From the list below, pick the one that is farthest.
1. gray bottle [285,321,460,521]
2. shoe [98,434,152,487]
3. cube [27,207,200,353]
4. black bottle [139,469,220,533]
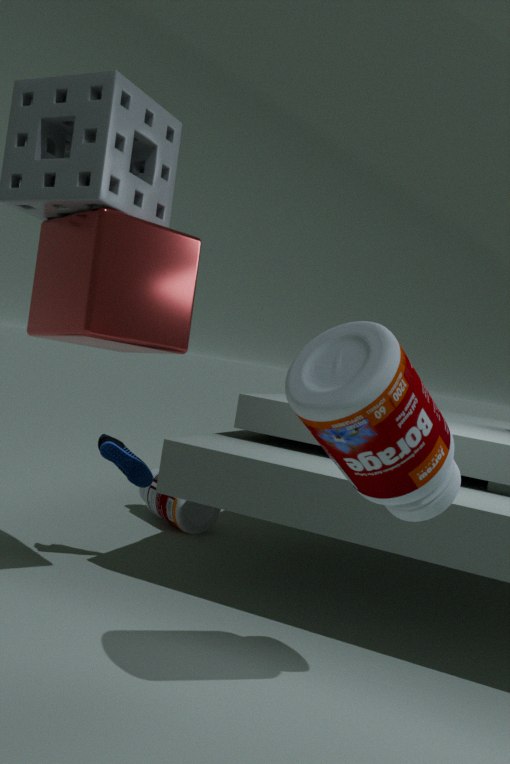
black bottle [139,469,220,533]
